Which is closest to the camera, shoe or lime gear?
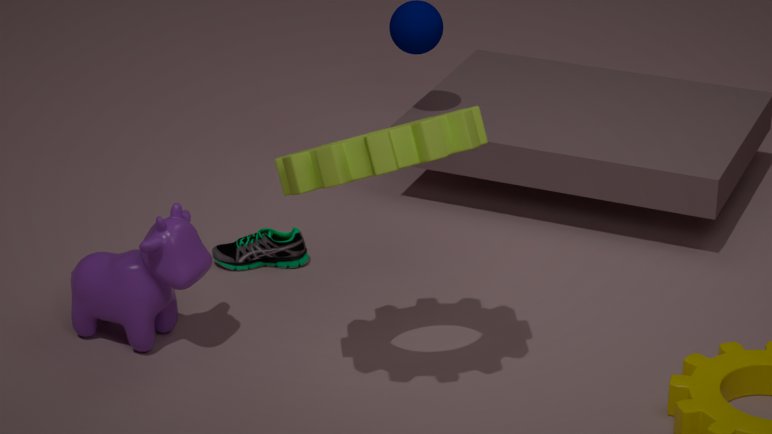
lime gear
